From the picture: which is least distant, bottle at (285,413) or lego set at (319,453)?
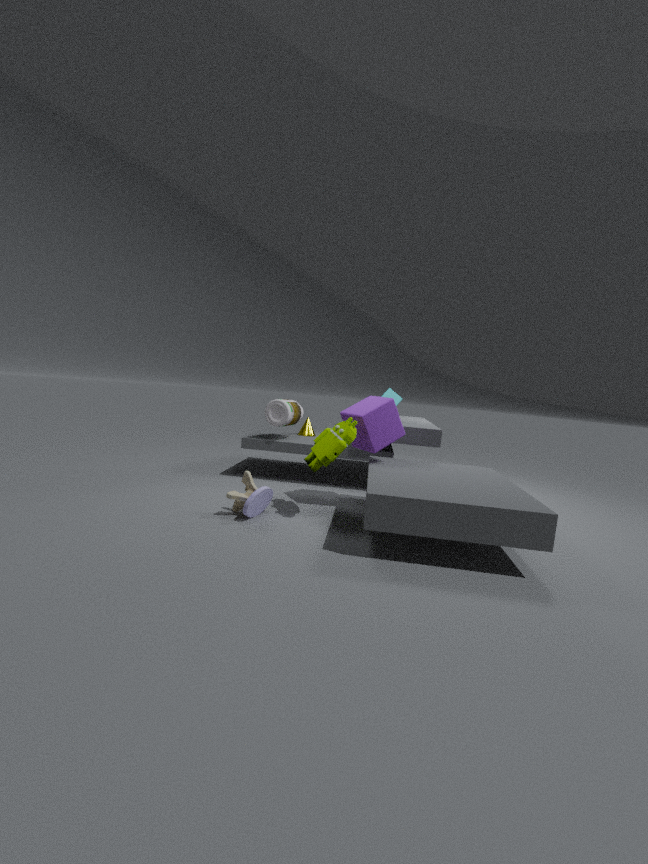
lego set at (319,453)
